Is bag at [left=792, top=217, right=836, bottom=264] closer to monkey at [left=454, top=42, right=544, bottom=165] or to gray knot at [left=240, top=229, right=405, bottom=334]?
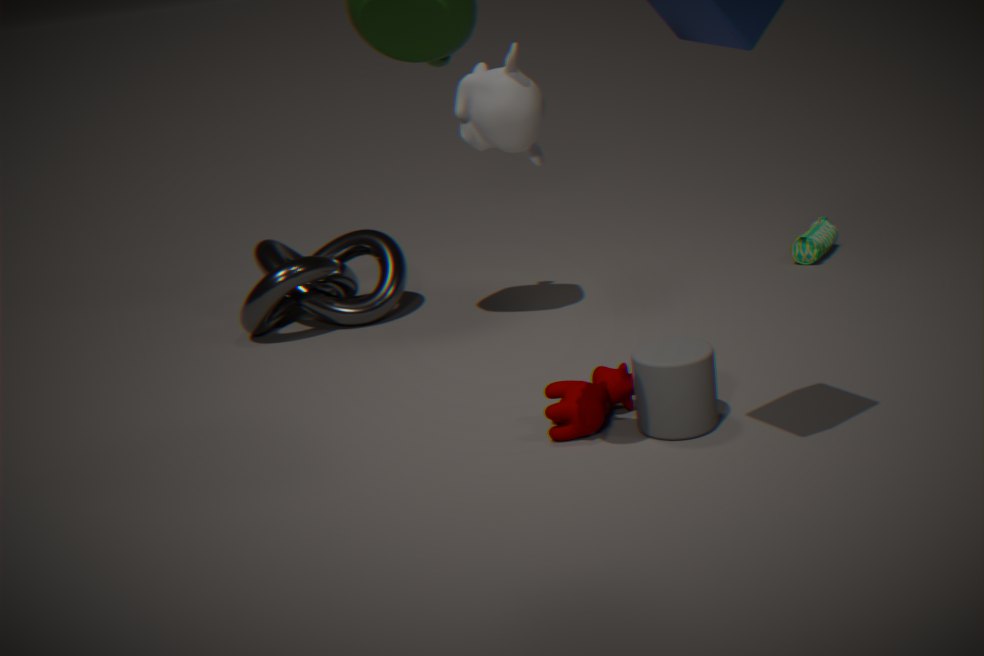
gray knot at [left=240, top=229, right=405, bottom=334]
